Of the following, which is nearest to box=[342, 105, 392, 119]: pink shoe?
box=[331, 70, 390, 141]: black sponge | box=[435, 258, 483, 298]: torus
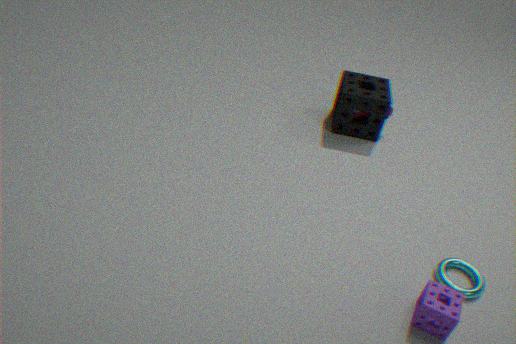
box=[331, 70, 390, 141]: black sponge
